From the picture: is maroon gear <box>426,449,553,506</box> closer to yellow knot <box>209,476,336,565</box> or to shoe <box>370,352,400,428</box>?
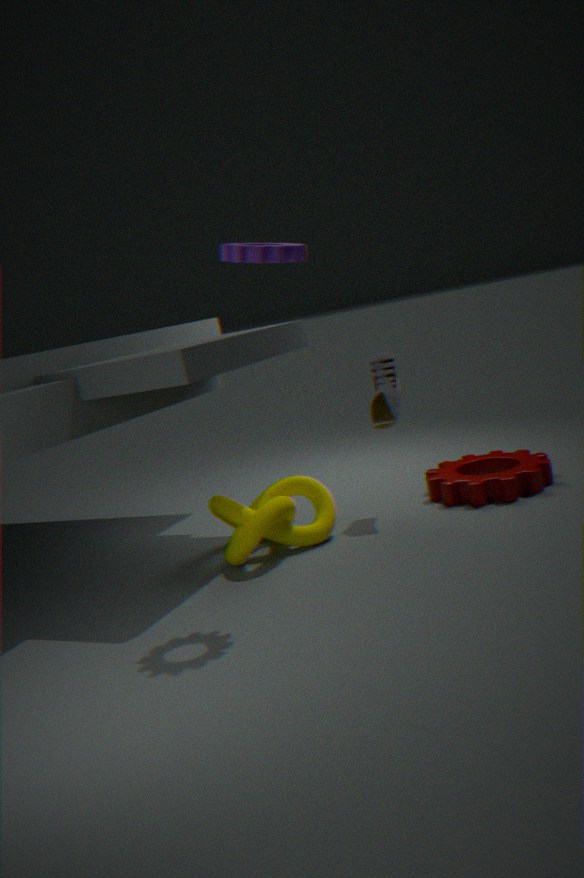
shoe <box>370,352,400,428</box>
